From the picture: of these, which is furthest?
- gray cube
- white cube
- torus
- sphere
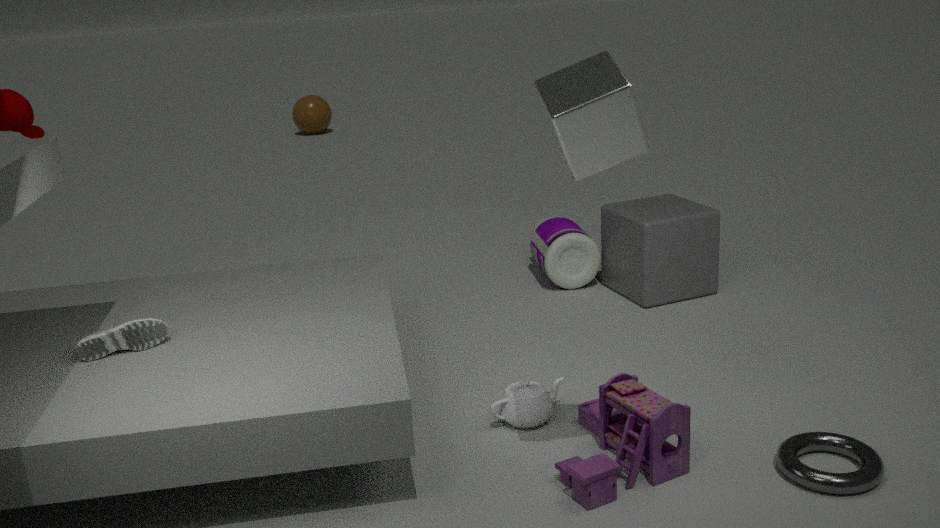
sphere
